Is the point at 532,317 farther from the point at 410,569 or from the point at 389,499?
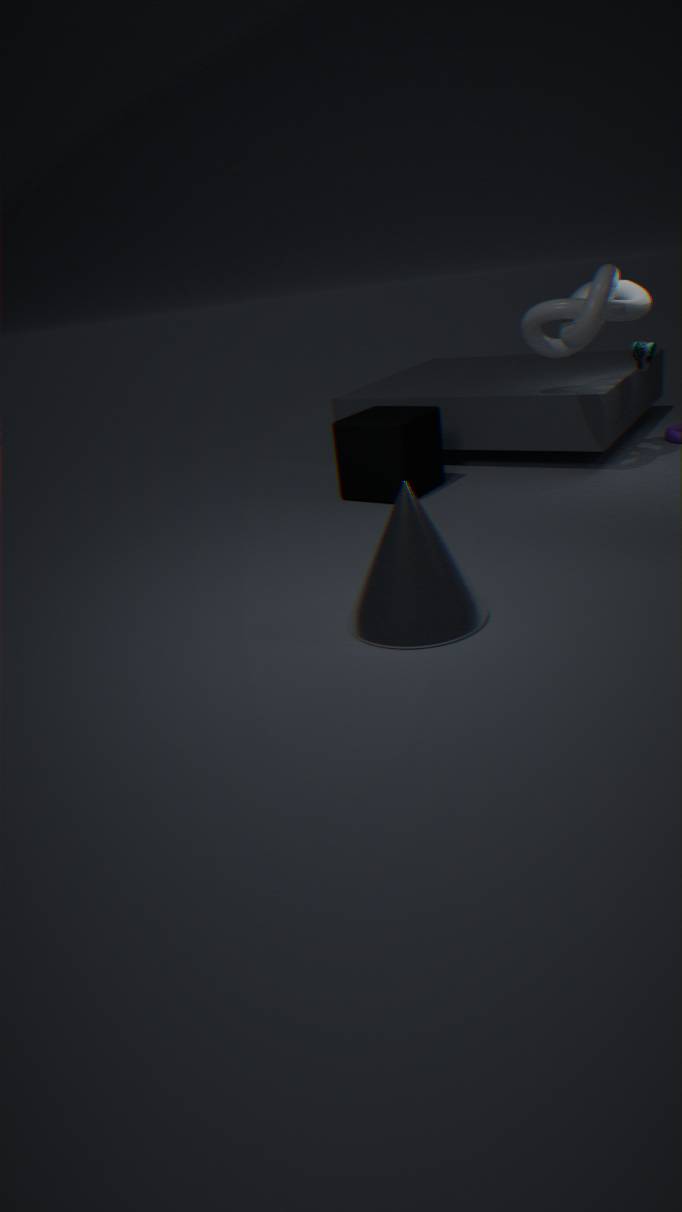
the point at 410,569
